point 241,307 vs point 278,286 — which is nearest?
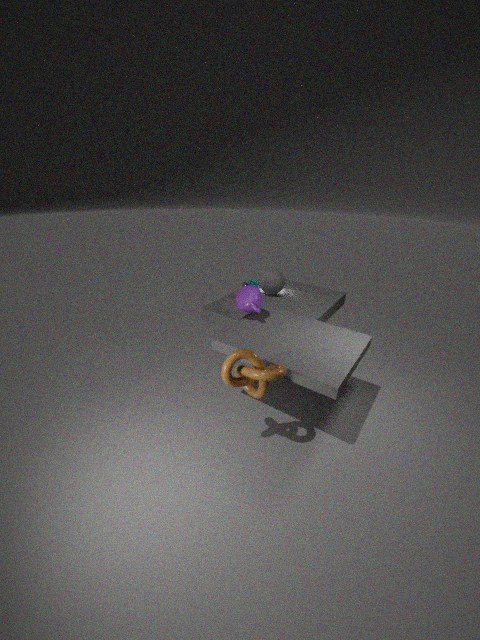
point 241,307
